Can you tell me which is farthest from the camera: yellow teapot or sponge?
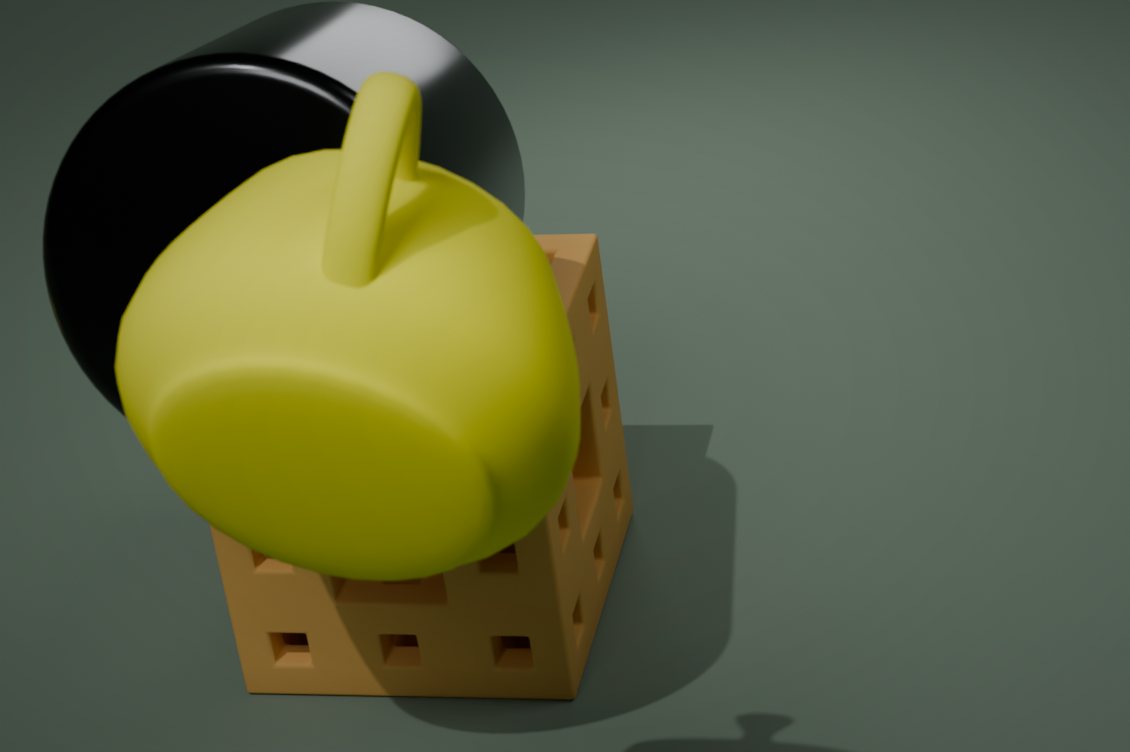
sponge
